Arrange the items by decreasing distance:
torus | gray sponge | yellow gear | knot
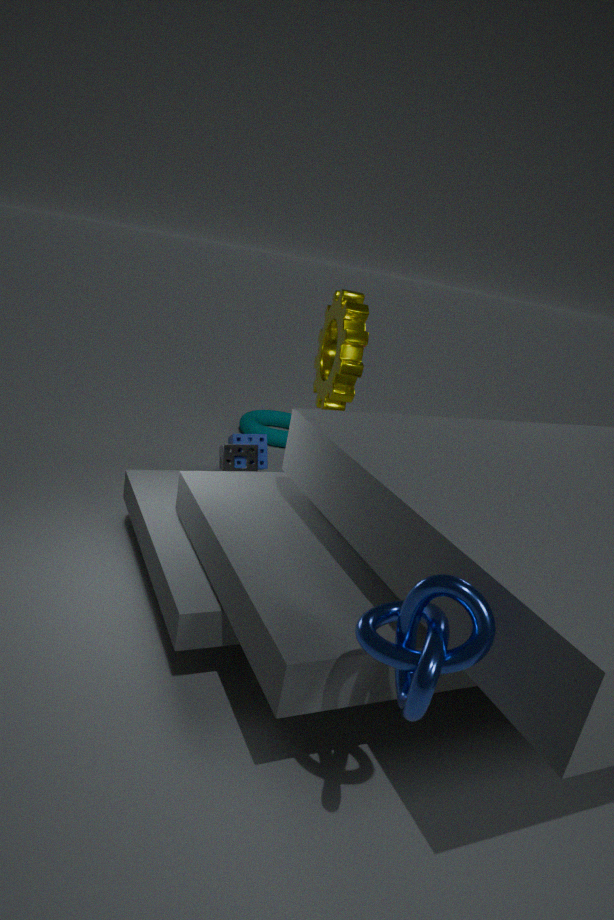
torus → gray sponge → yellow gear → knot
